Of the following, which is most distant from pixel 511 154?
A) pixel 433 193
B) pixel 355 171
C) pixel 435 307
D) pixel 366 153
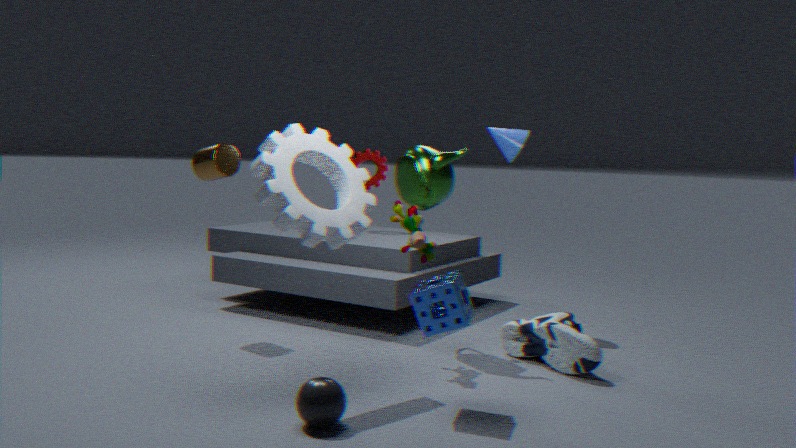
pixel 435 307
